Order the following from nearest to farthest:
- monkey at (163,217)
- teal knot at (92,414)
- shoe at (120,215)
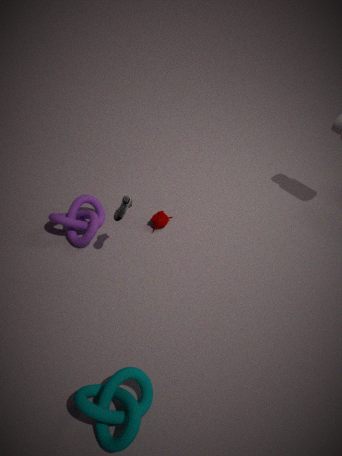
1. teal knot at (92,414)
2. shoe at (120,215)
3. monkey at (163,217)
